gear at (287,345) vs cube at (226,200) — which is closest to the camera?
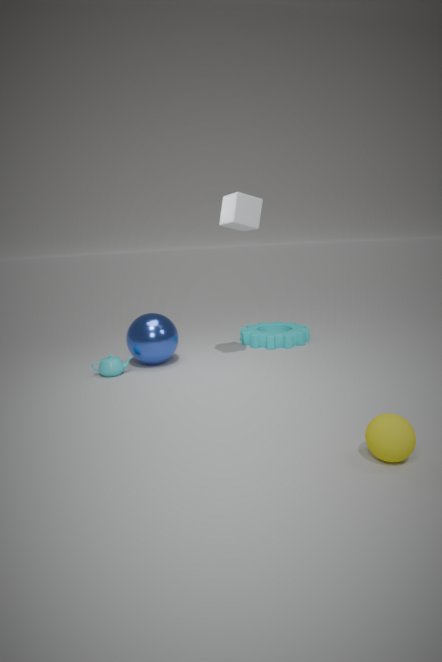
cube at (226,200)
